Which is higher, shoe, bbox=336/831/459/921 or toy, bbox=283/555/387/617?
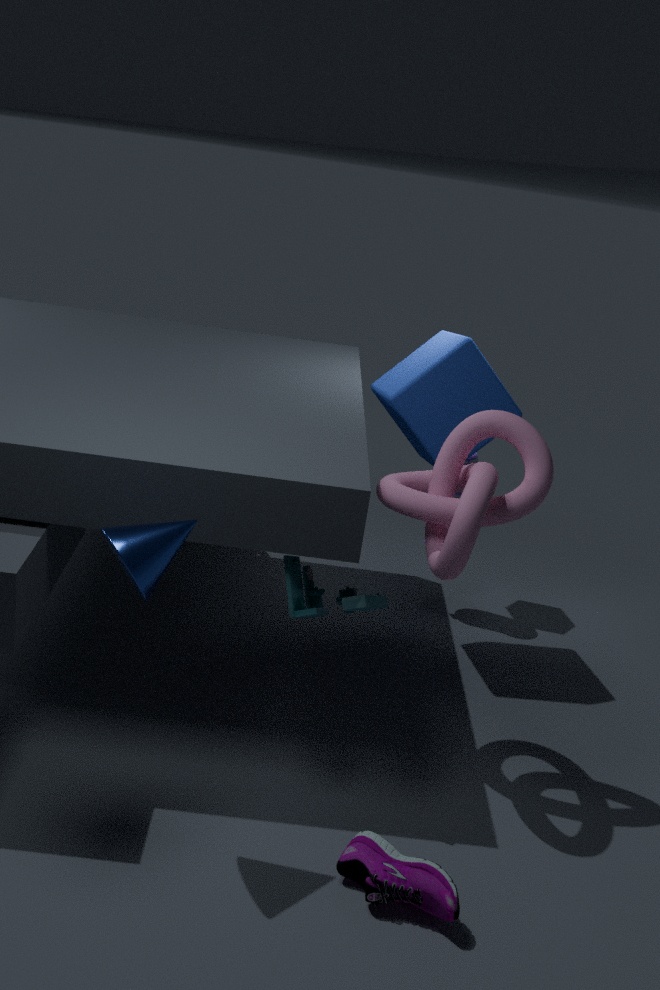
toy, bbox=283/555/387/617
